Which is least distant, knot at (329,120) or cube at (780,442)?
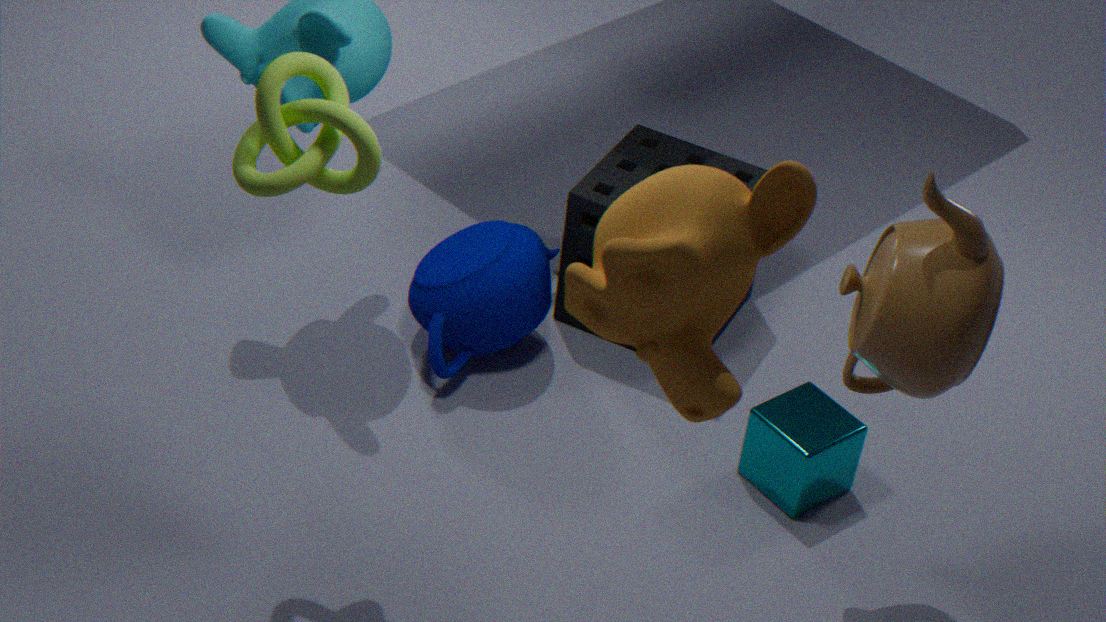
knot at (329,120)
